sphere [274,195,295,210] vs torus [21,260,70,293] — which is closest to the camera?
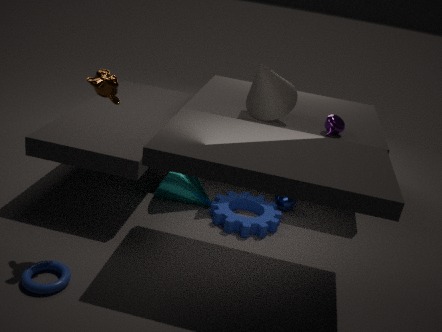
torus [21,260,70,293]
